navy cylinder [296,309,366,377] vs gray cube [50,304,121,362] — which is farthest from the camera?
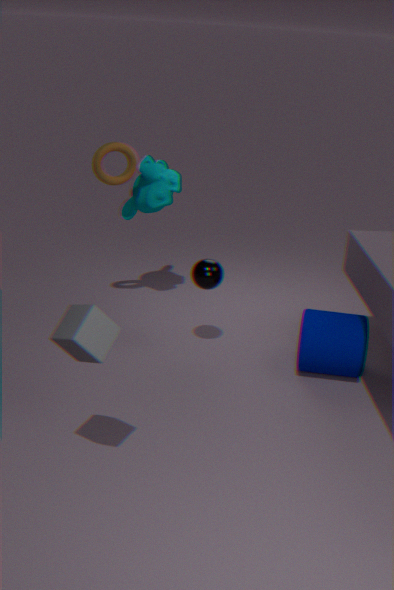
navy cylinder [296,309,366,377]
